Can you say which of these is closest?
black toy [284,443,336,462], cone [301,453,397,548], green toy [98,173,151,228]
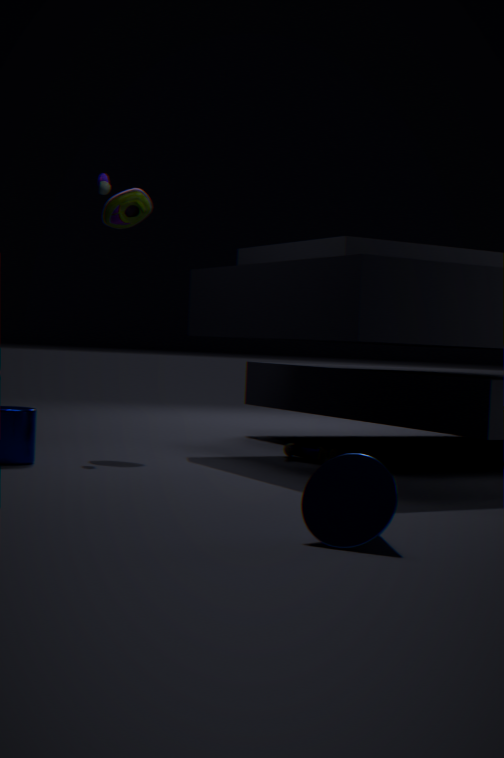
cone [301,453,397,548]
